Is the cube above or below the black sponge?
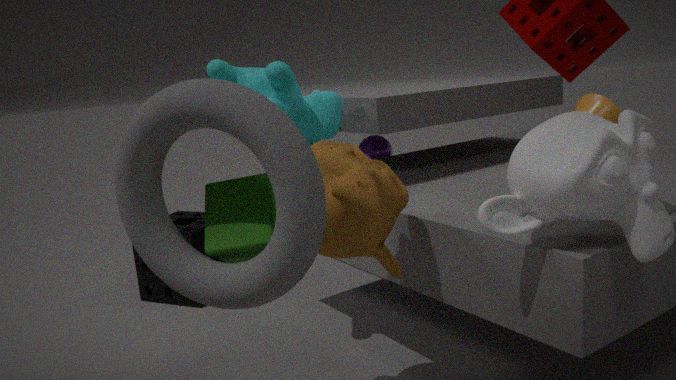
above
